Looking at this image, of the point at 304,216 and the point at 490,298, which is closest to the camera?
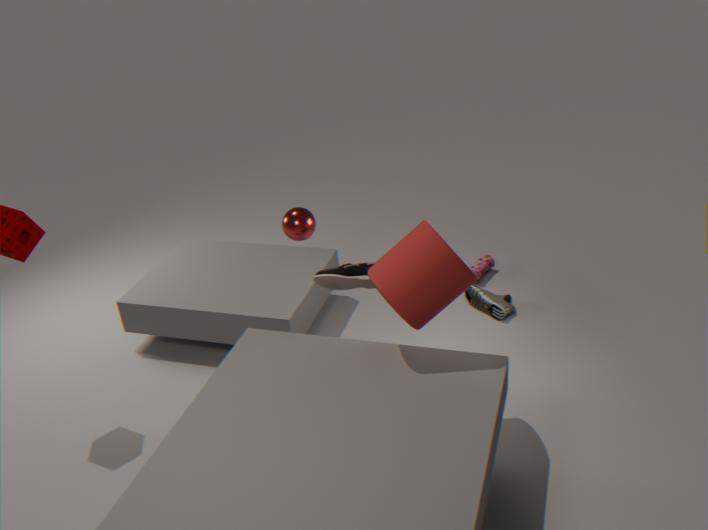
the point at 304,216
